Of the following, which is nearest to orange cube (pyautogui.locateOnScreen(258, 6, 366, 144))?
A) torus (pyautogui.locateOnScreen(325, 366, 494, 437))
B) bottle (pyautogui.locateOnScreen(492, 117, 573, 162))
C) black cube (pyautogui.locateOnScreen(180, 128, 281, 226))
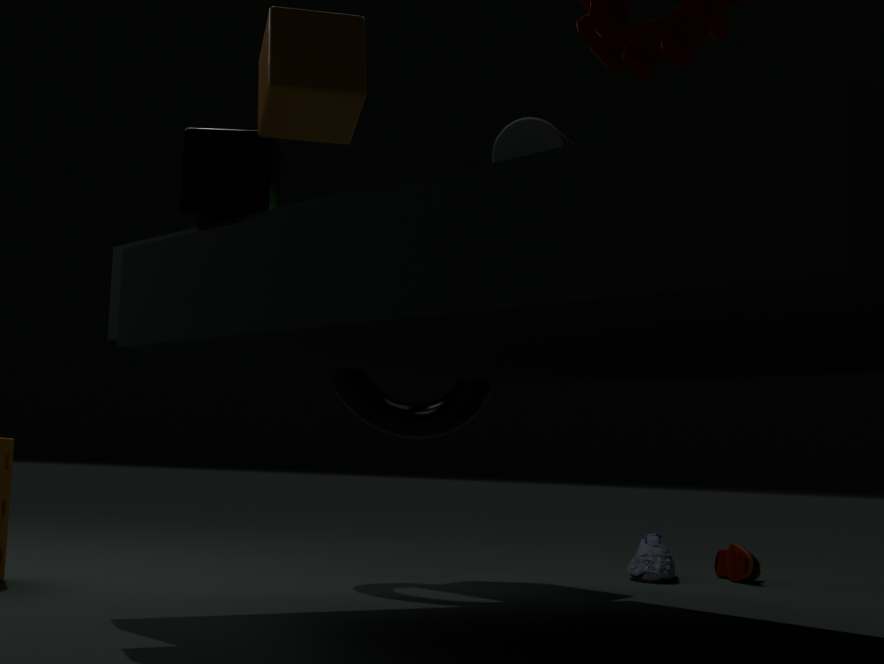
black cube (pyautogui.locateOnScreen(180, 128, 281, 226))
